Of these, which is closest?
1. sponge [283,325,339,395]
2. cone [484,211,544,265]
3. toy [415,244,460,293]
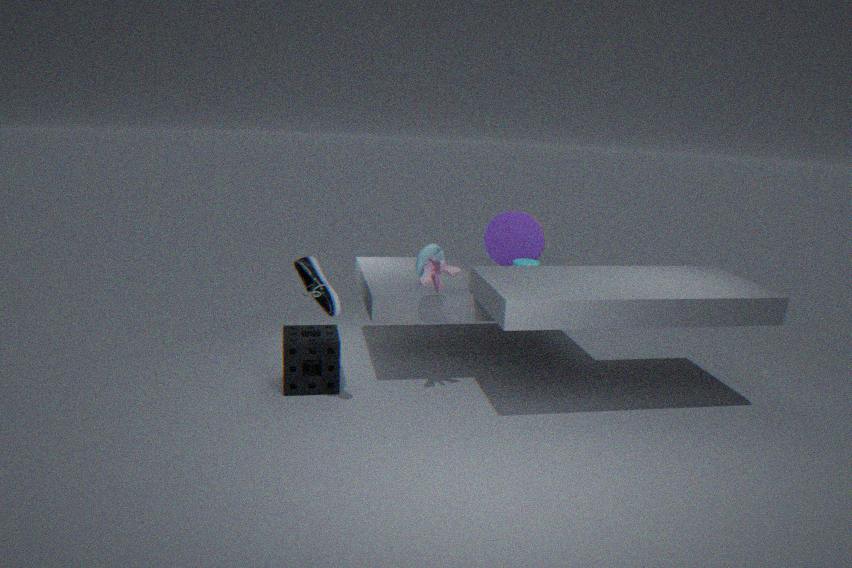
toy [415,244,460,293]
